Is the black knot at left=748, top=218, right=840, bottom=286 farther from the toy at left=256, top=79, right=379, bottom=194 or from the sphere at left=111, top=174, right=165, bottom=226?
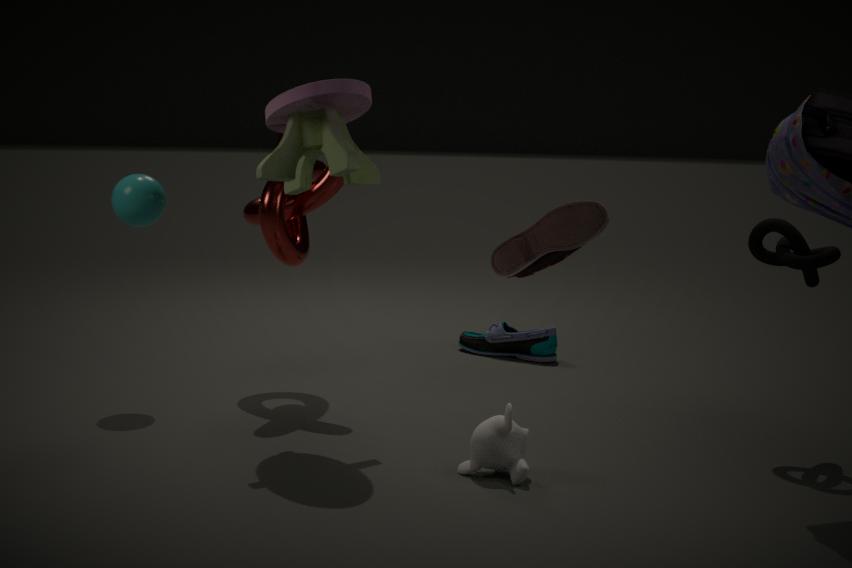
the sphere at left=111, top=174, right=165, bottom=226
